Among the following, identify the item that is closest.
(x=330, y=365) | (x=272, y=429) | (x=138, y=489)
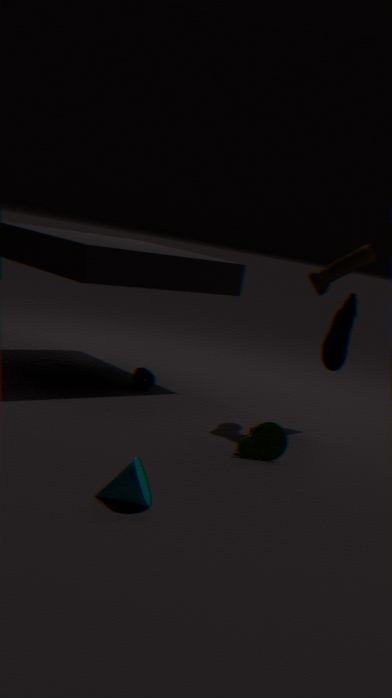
(x=138, y=489)
